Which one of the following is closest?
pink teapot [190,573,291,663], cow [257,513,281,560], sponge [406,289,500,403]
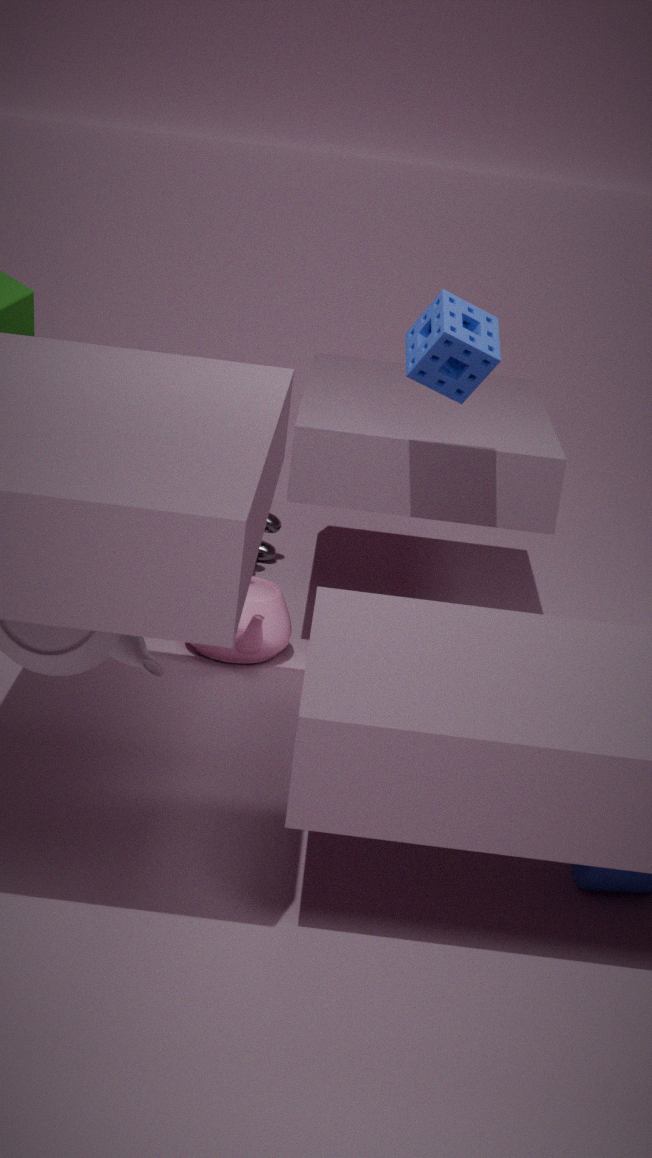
sponge [406,289,500,403]
